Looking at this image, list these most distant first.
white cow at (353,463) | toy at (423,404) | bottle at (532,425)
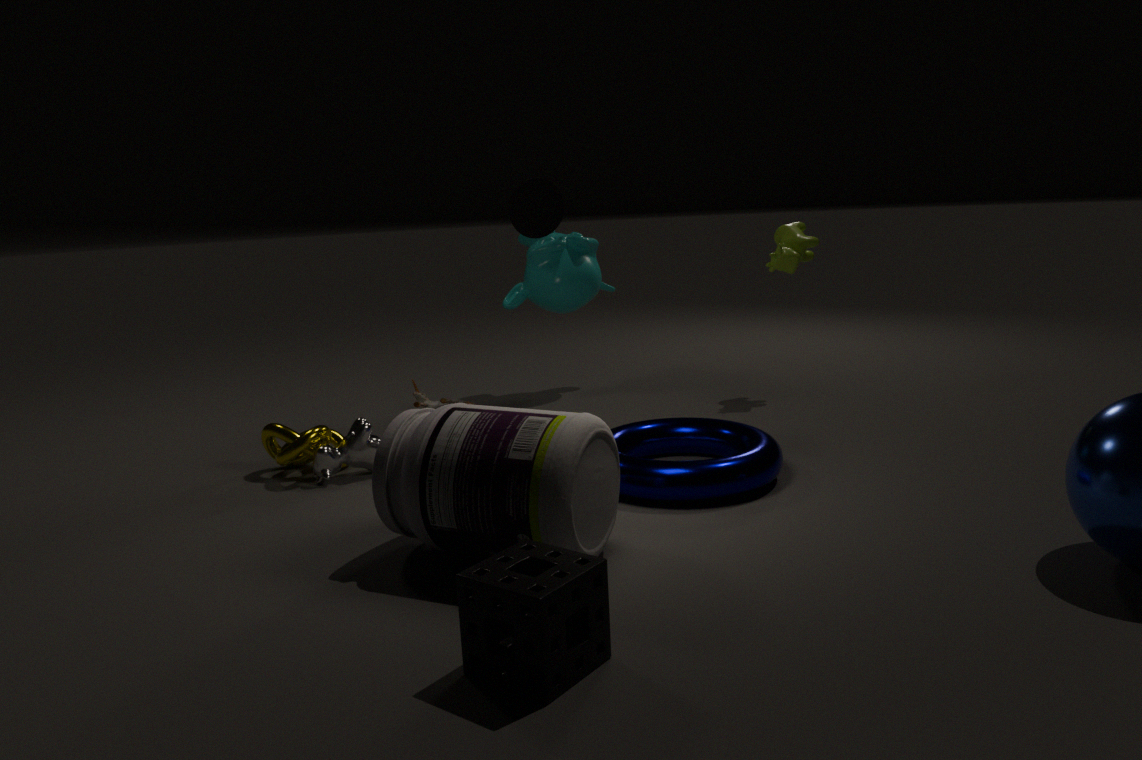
toy at (423,404), white cow at (353,463), bottle at (532,425)
